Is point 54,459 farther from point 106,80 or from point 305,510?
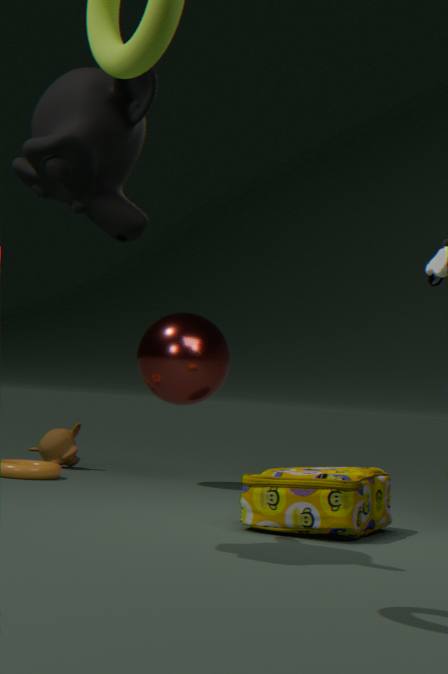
point 106,80
